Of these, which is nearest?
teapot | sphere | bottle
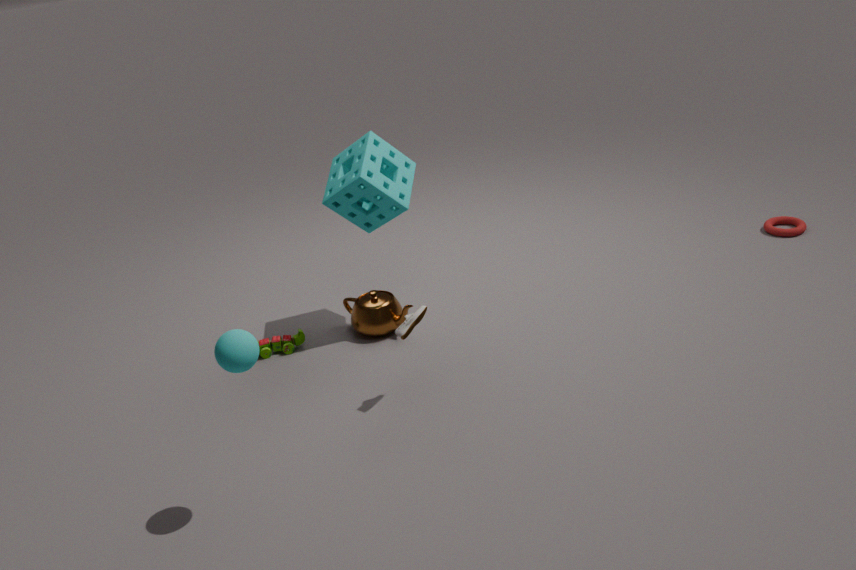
sphere
